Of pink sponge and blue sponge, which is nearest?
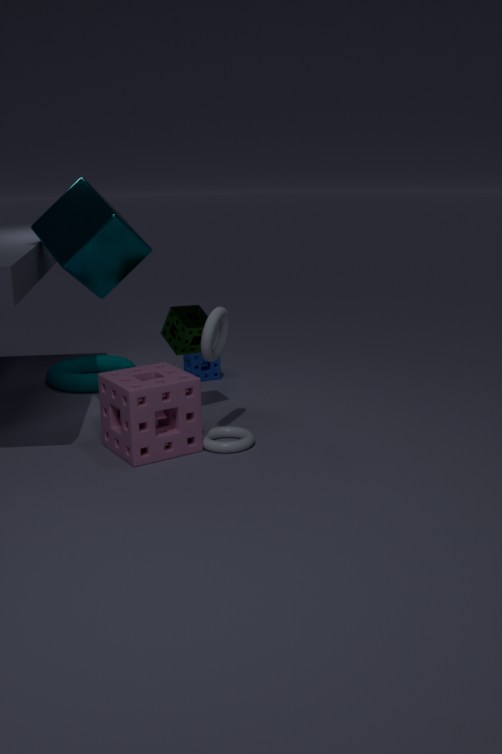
pink sponge
